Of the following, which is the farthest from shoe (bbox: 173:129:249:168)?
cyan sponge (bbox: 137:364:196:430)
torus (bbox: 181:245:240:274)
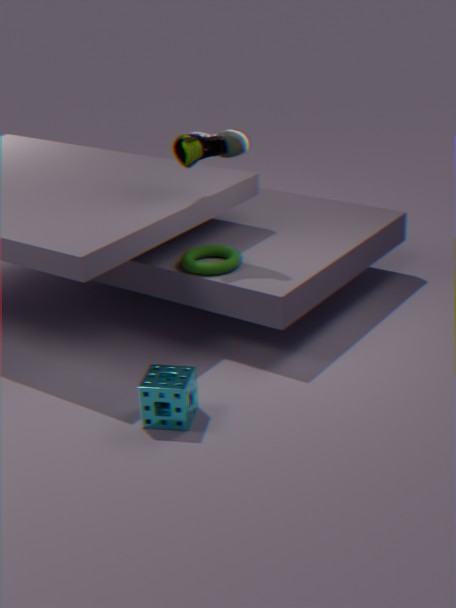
cyan sponge (bbox: 137:364:196:430)
